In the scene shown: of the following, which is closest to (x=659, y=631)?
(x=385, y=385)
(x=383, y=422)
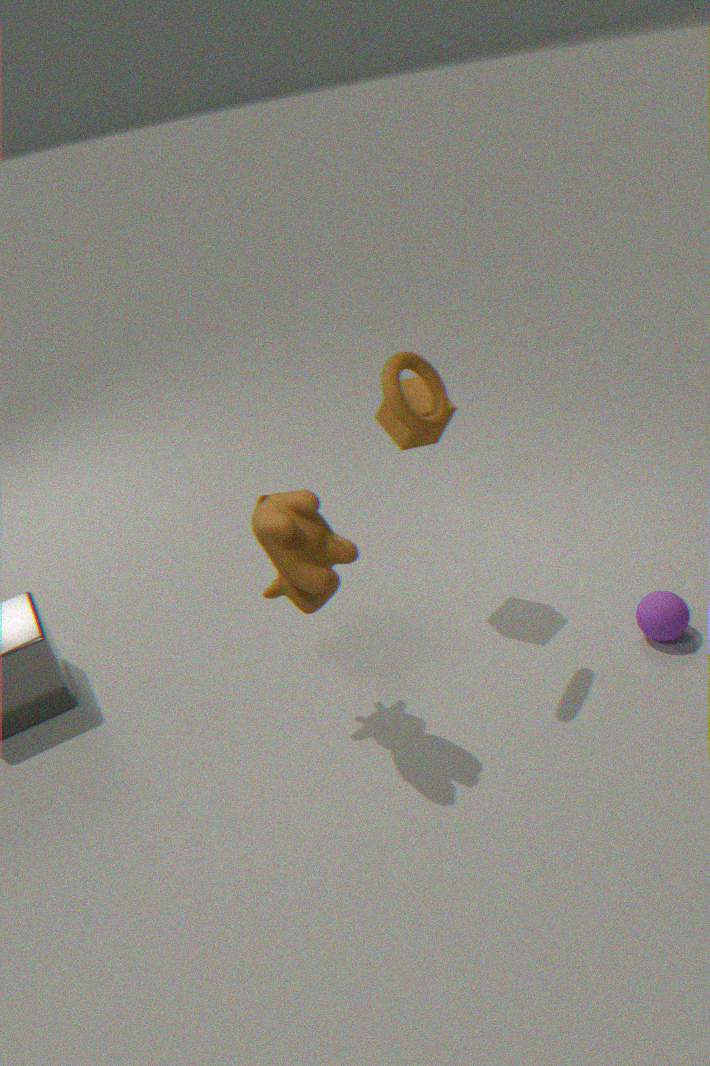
(x=383, y=422)
